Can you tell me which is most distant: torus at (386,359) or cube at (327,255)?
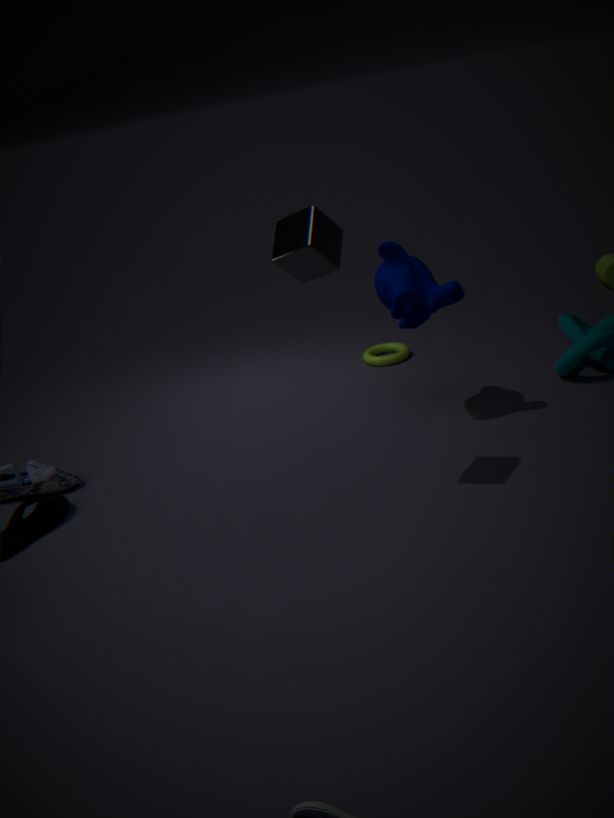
torus at (386,359)
